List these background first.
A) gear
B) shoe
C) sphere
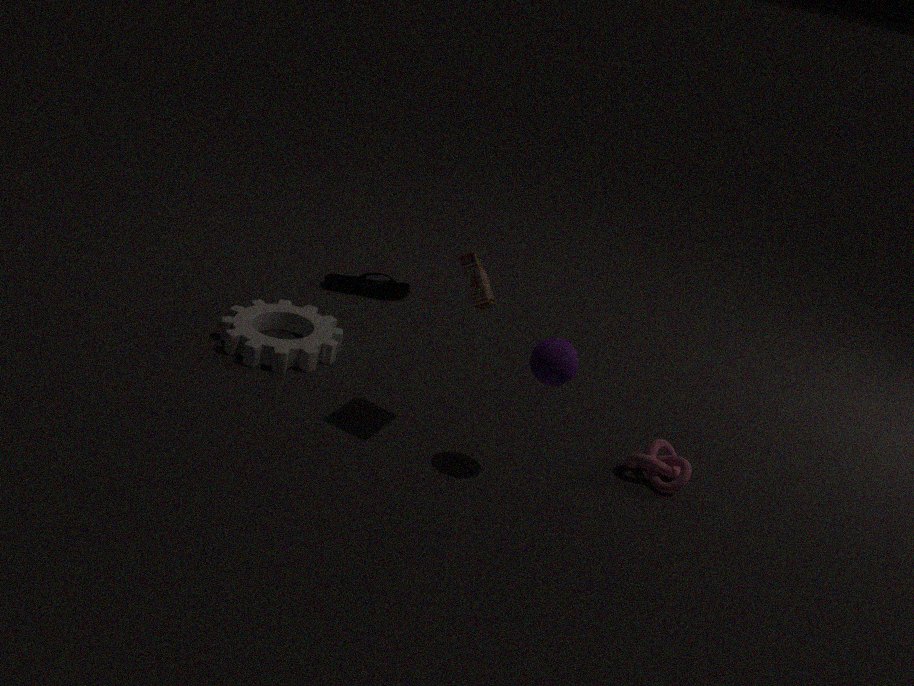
shoe < gear < sphere
